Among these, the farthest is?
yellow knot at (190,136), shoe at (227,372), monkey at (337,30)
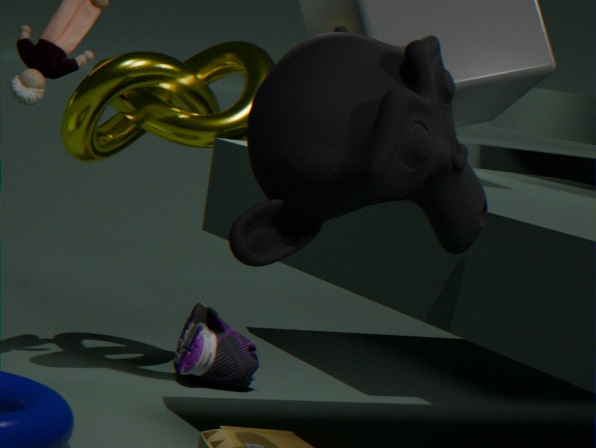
shoe at (227,372)
